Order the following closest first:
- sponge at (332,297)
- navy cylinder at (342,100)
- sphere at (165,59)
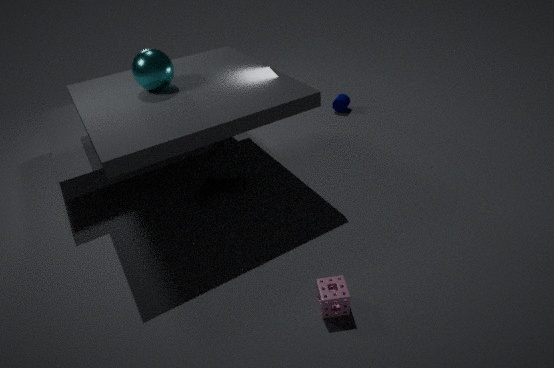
sponge at (332,297)
sphere at (165,59)
navy cylinder at (342,100)
